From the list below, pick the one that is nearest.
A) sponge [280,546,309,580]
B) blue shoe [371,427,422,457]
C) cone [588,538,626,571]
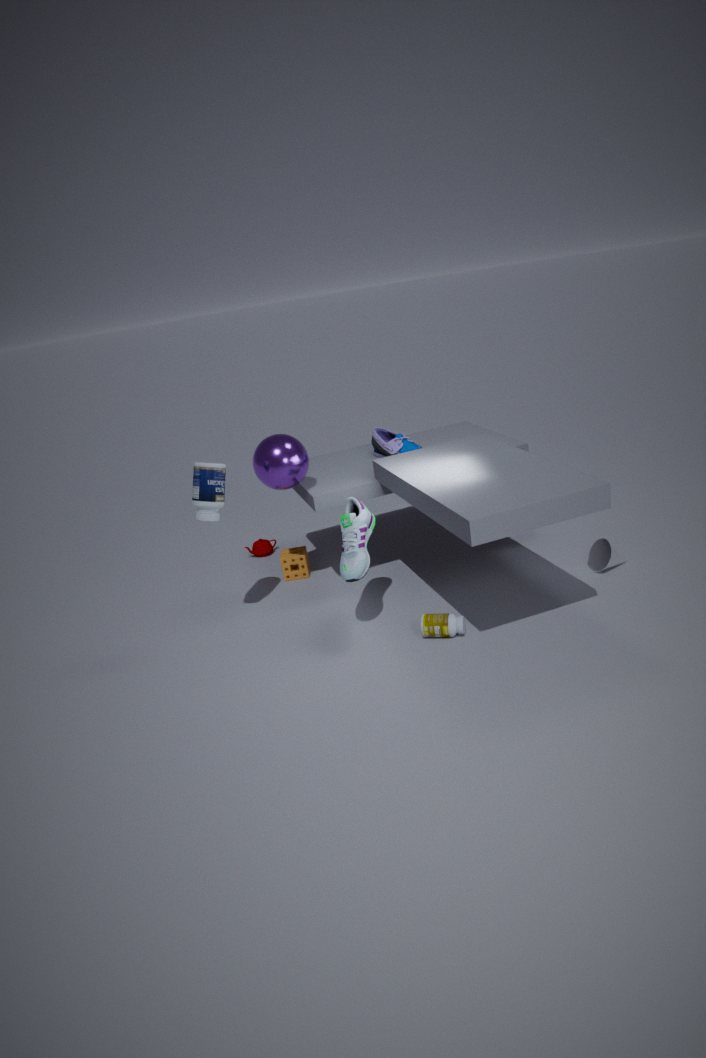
cone [588,538,626,571]
